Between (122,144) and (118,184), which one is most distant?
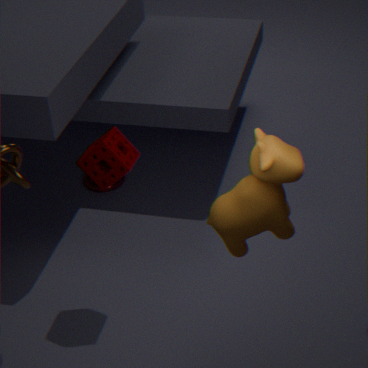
(118,184)
